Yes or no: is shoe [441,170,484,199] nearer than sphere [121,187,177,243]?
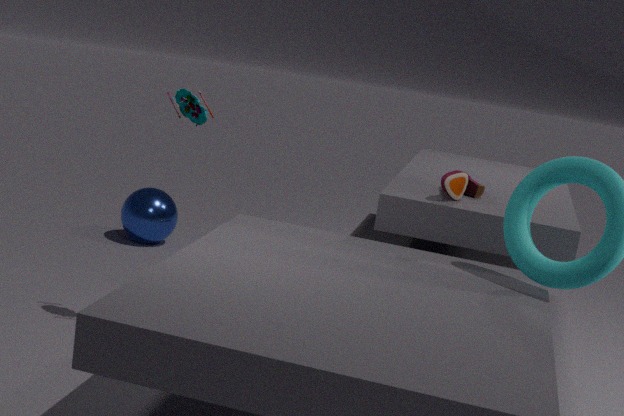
Yes
